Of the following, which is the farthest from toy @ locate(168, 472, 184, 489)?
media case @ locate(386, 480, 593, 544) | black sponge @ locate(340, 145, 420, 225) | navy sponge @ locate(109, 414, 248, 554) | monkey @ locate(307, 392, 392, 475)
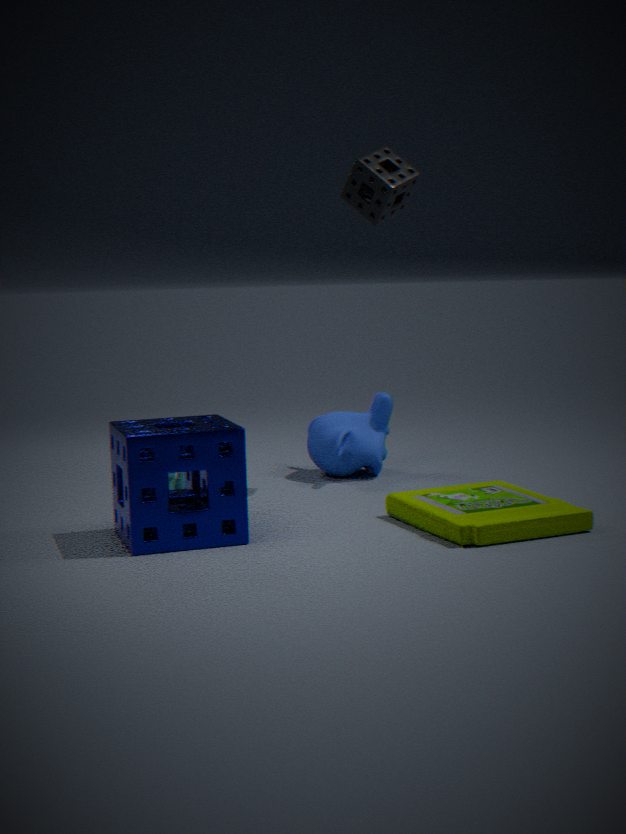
black sponge @ locate(340, 145, 420, 225)
